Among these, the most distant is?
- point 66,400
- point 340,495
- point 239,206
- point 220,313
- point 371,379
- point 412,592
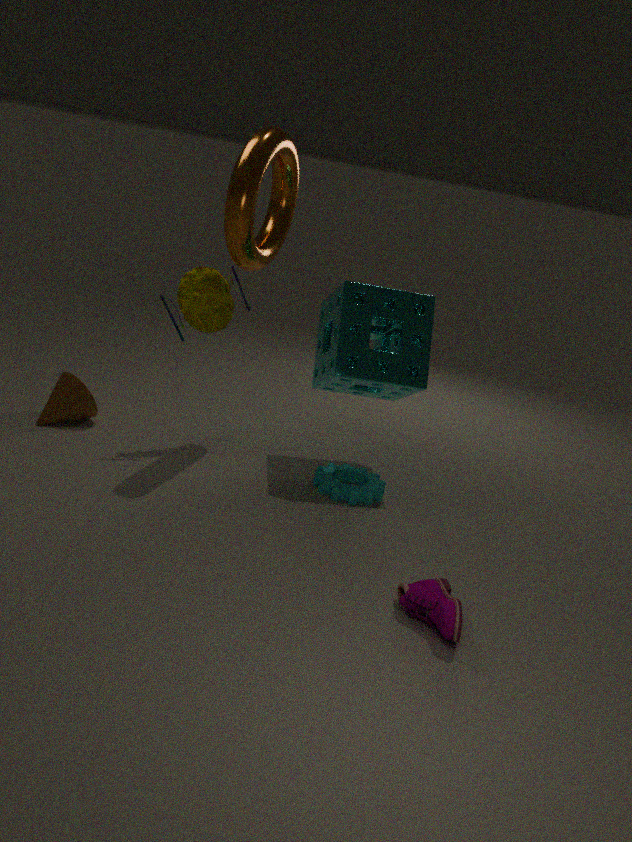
point 220,313
